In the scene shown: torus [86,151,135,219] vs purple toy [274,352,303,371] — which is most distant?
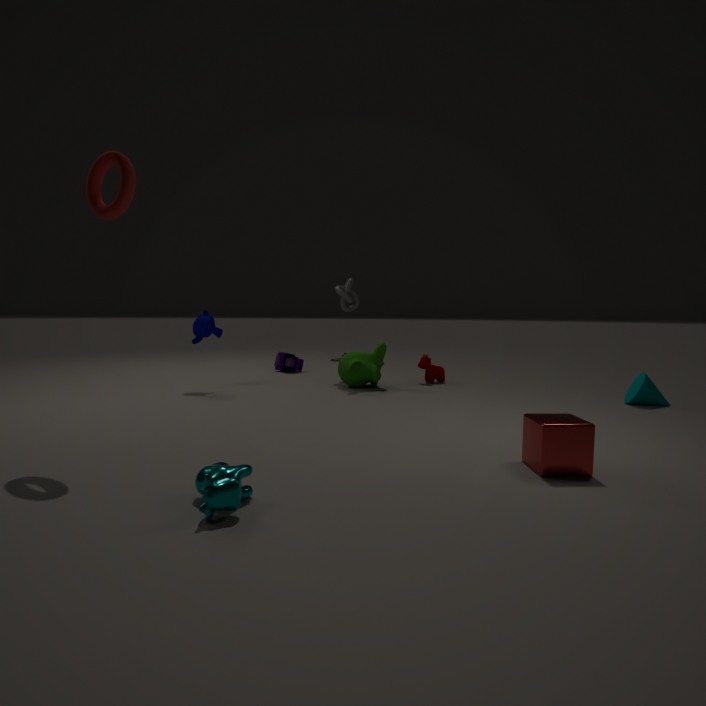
purple toy [274,352,303,371]
